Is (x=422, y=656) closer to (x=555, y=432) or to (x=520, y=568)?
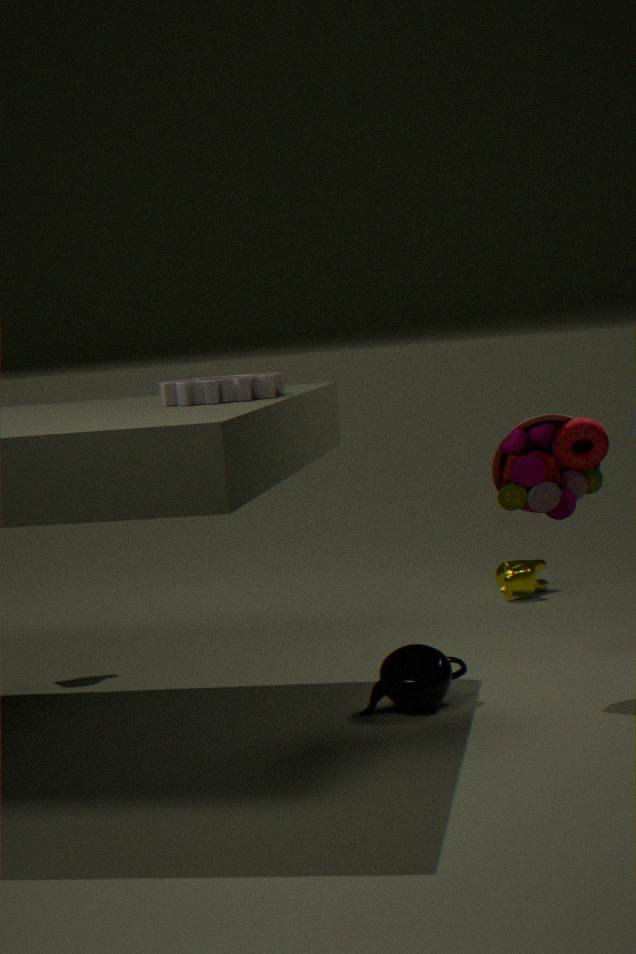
(x=555, y=432)
